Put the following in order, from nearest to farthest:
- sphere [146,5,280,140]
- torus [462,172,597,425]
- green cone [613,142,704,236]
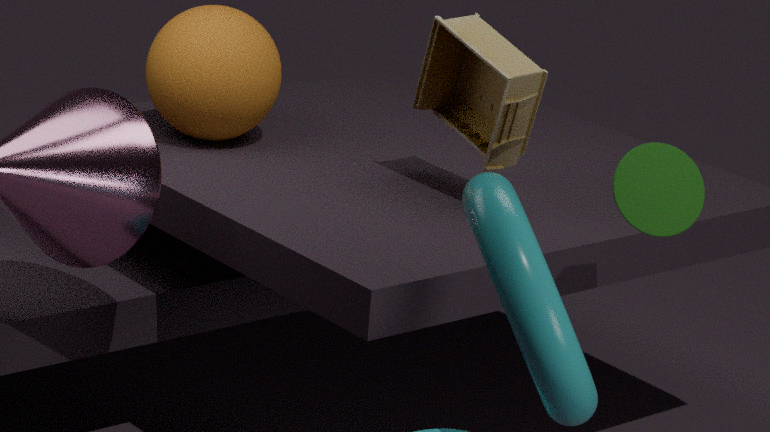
torus [462,172,597,425] < green cone [613,142,704,236] < sphere [146,5,280,140]
